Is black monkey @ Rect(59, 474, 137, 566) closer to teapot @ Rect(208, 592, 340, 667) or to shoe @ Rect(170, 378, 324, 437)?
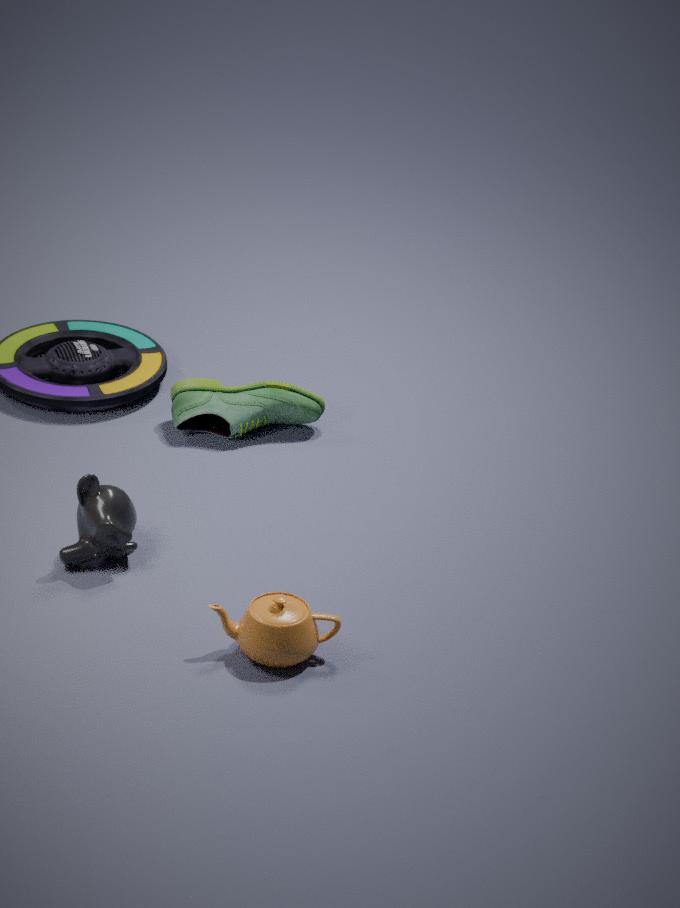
teapot @ Rect(208, 592, 340, 667)
